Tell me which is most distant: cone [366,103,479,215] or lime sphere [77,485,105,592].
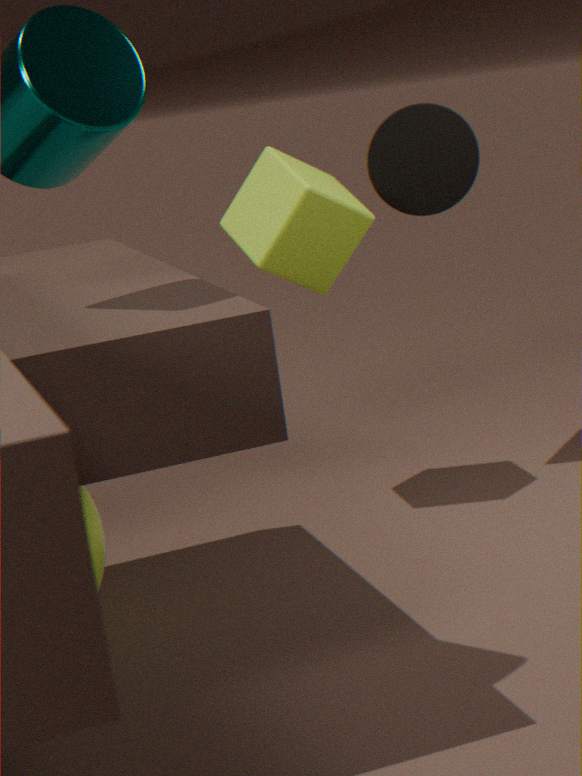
cone [366,103,479,215]
